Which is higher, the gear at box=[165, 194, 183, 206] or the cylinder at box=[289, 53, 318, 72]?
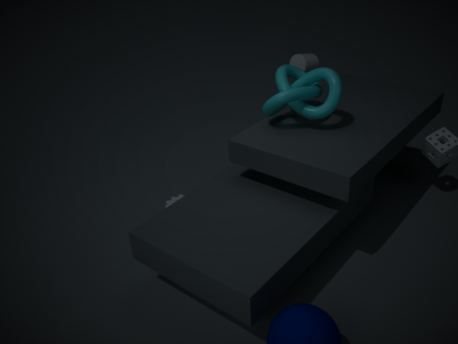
the cylinder at box=[289, 53, 318, 72]
